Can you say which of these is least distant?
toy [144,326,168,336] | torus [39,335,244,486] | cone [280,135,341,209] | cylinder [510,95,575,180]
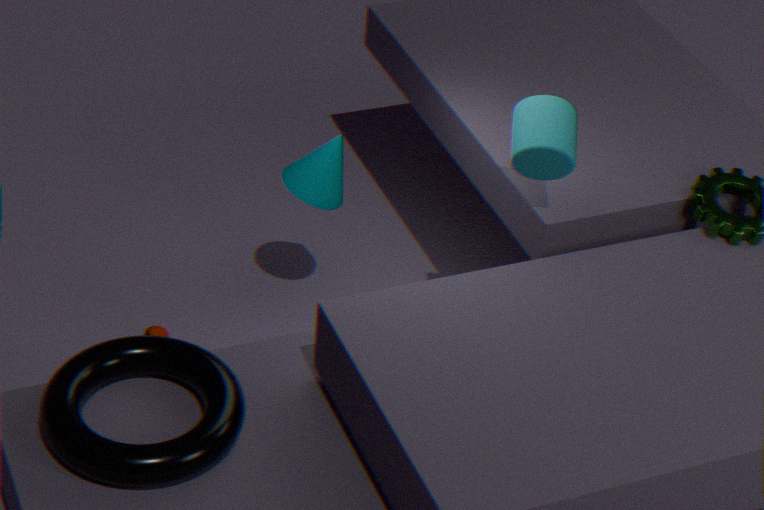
torus [39,335,244,486]
